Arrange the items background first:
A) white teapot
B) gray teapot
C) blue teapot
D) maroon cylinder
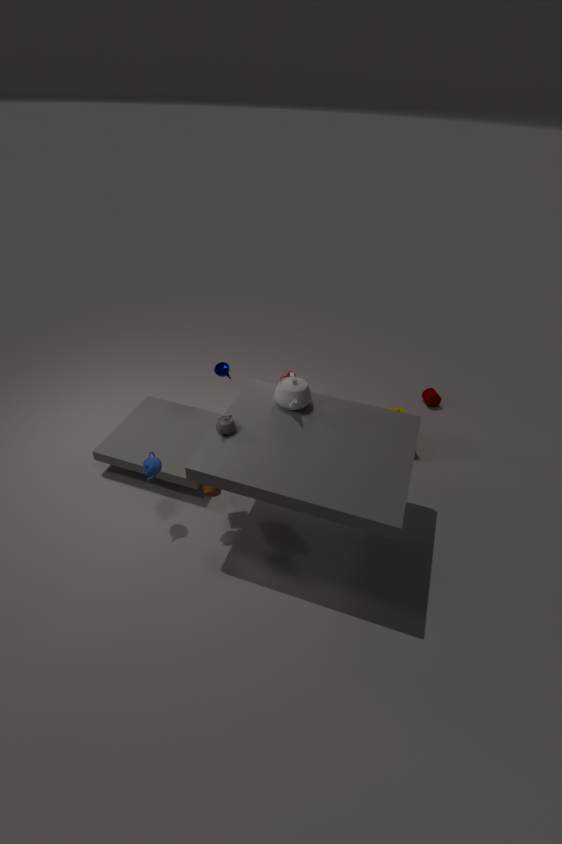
maroon cylinder → white teapot → blue teapot → gray teapot
